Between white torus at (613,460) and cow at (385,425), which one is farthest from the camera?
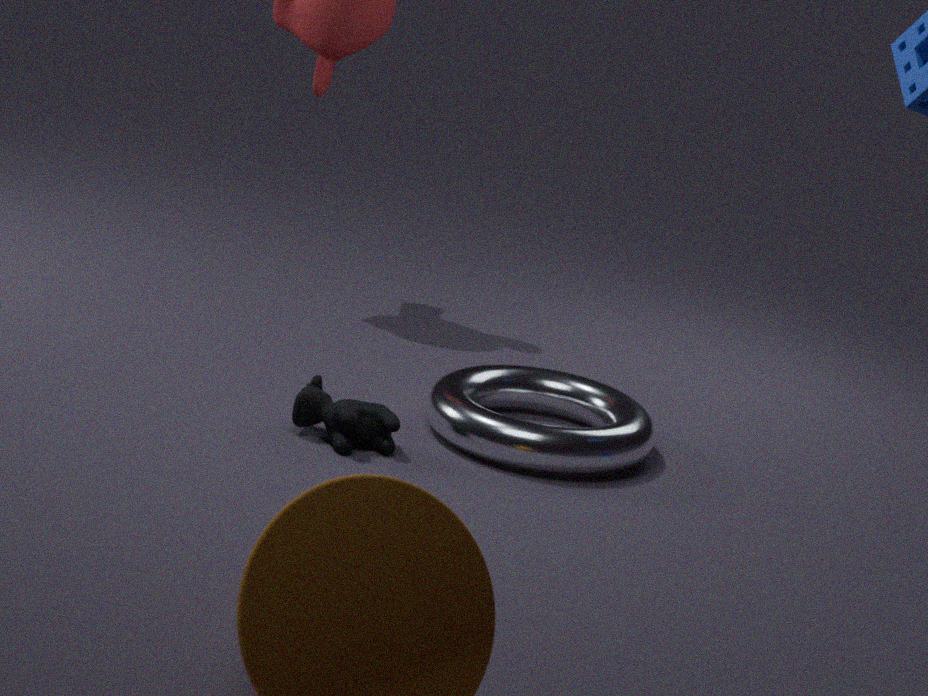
white torus at (613,460)
